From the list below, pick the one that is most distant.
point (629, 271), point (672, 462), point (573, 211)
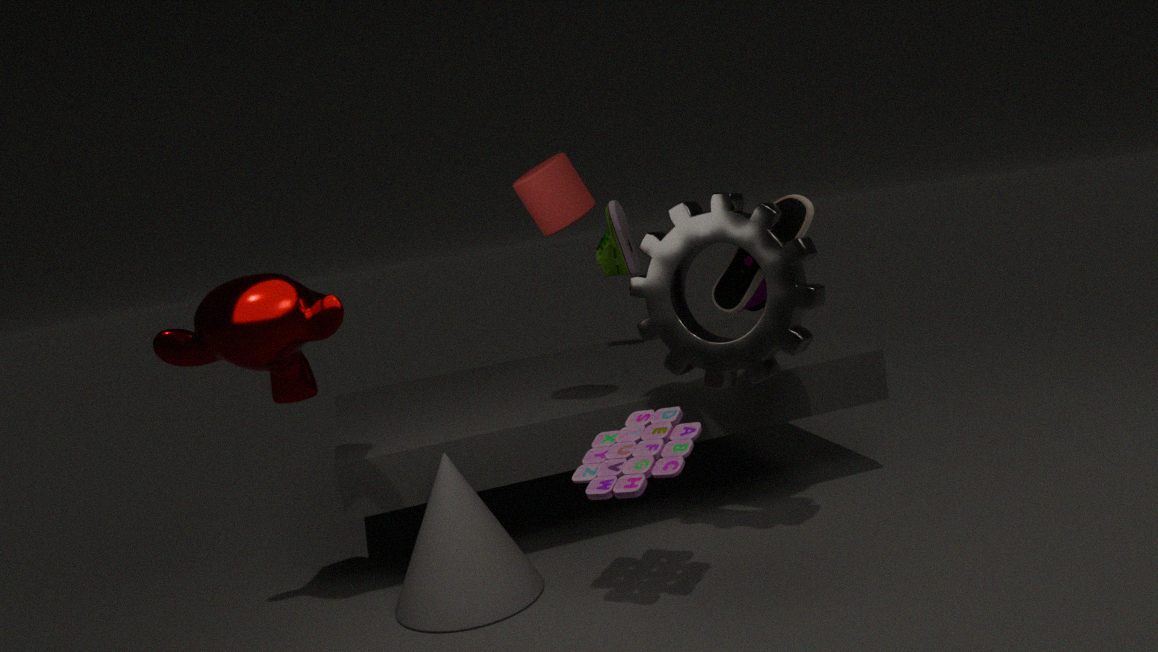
point (629, 271)
